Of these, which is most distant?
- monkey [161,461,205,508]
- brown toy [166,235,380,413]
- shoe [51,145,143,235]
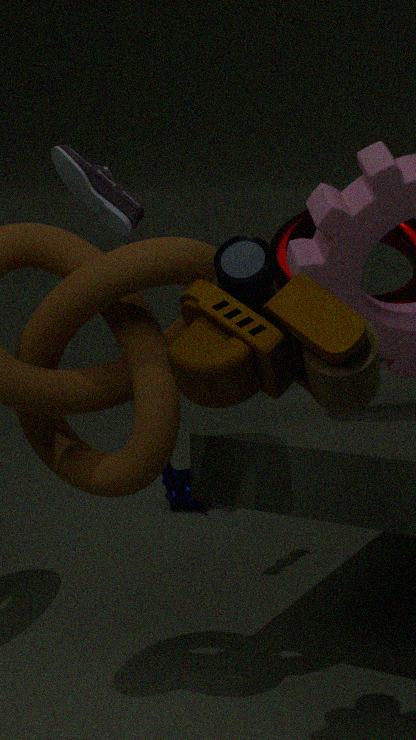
monkey [161,461,205,508]
